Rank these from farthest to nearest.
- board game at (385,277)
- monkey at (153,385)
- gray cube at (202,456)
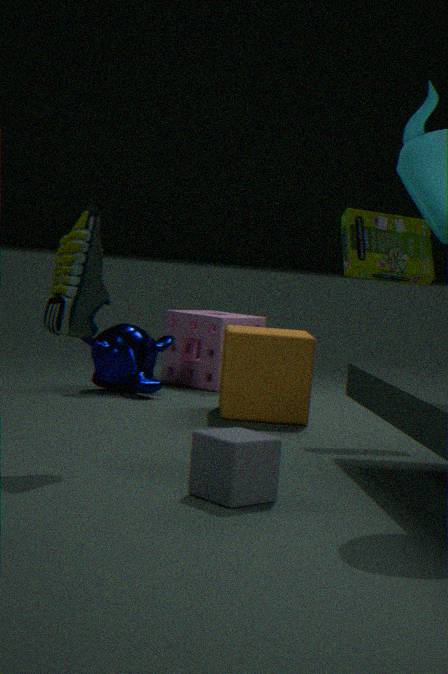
monkey at (153,385) < board game at (385,277) < gray cube at (202,456)
